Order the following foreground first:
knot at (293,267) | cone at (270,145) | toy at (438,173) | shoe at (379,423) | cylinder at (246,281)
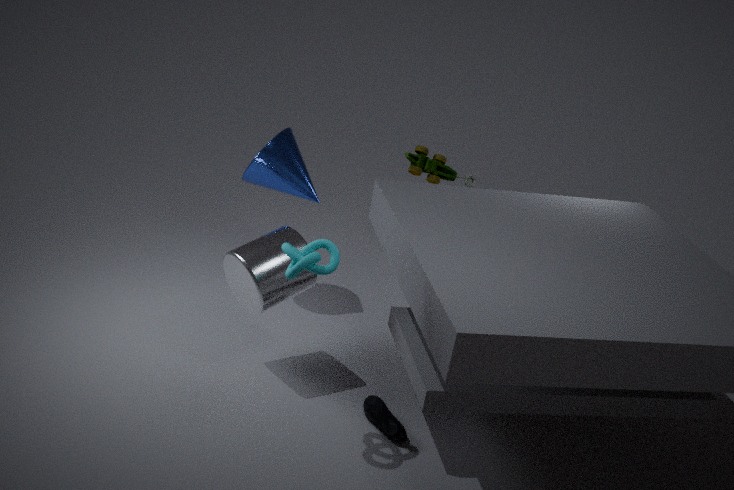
knot at (293,267), shoe at (379,423), cylinder at (246,281), cone at (270,145), toy at (438,173)
